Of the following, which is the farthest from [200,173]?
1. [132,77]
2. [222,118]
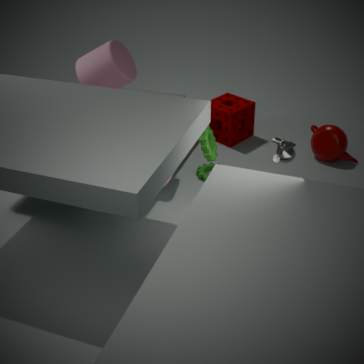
[132,77]
